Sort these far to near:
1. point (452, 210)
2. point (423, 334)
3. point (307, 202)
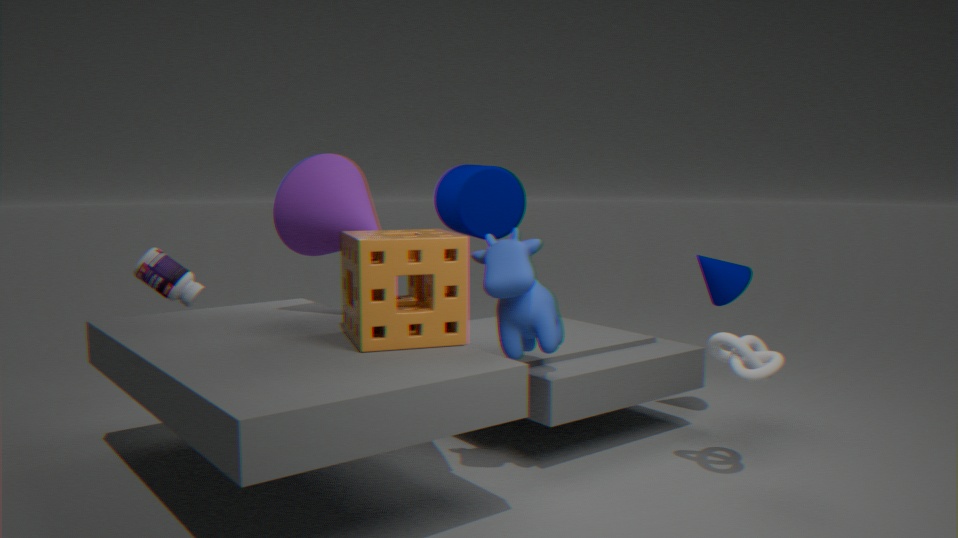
point (452, 210), point (307, 202), point (423, 334)
